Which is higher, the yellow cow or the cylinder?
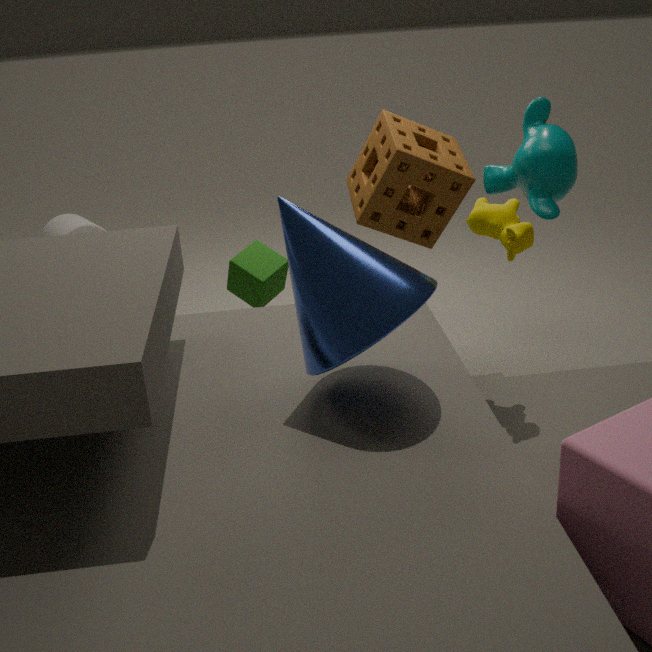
the yellow cow
